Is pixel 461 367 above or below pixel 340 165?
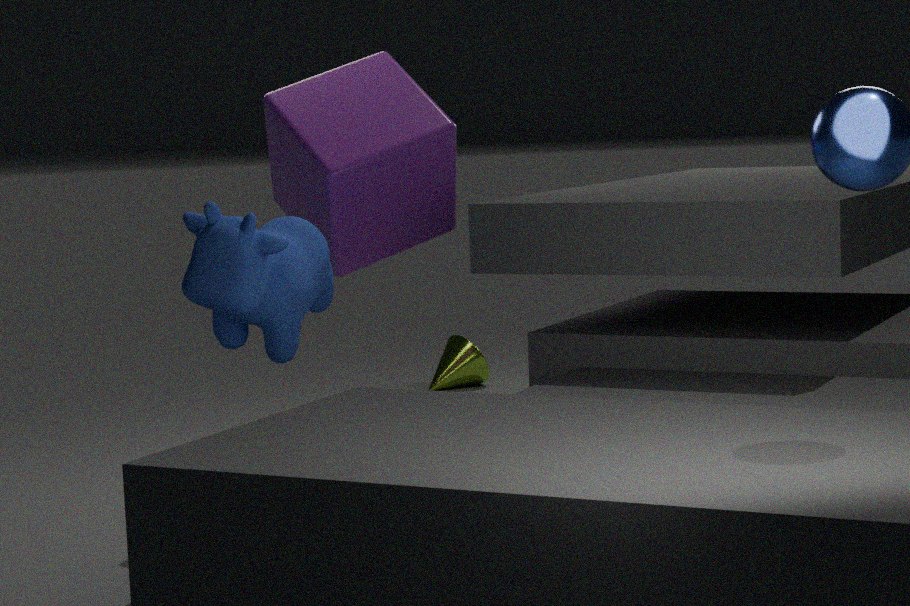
below
